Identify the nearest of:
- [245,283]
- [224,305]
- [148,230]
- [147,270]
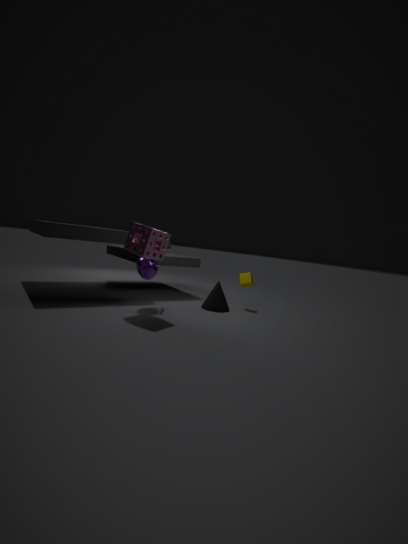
[148,230]
